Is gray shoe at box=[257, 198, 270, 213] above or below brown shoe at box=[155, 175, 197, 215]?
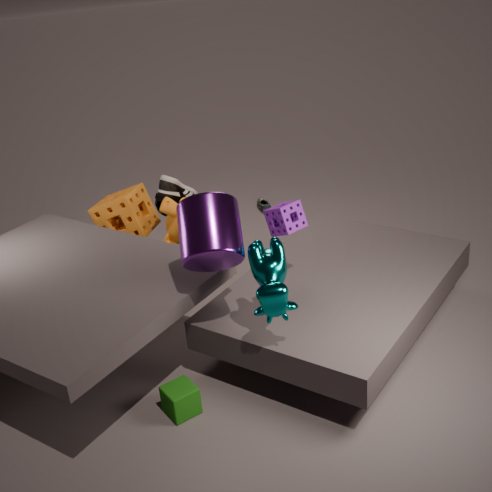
below
